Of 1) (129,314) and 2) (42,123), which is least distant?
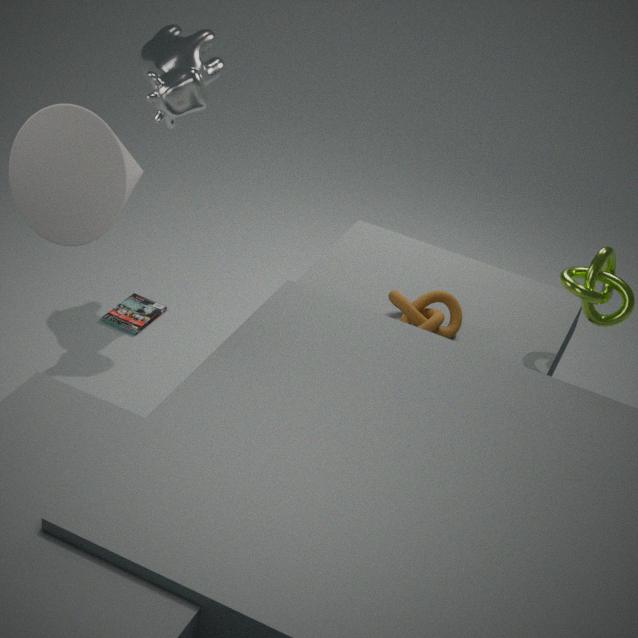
2. (42,123)
